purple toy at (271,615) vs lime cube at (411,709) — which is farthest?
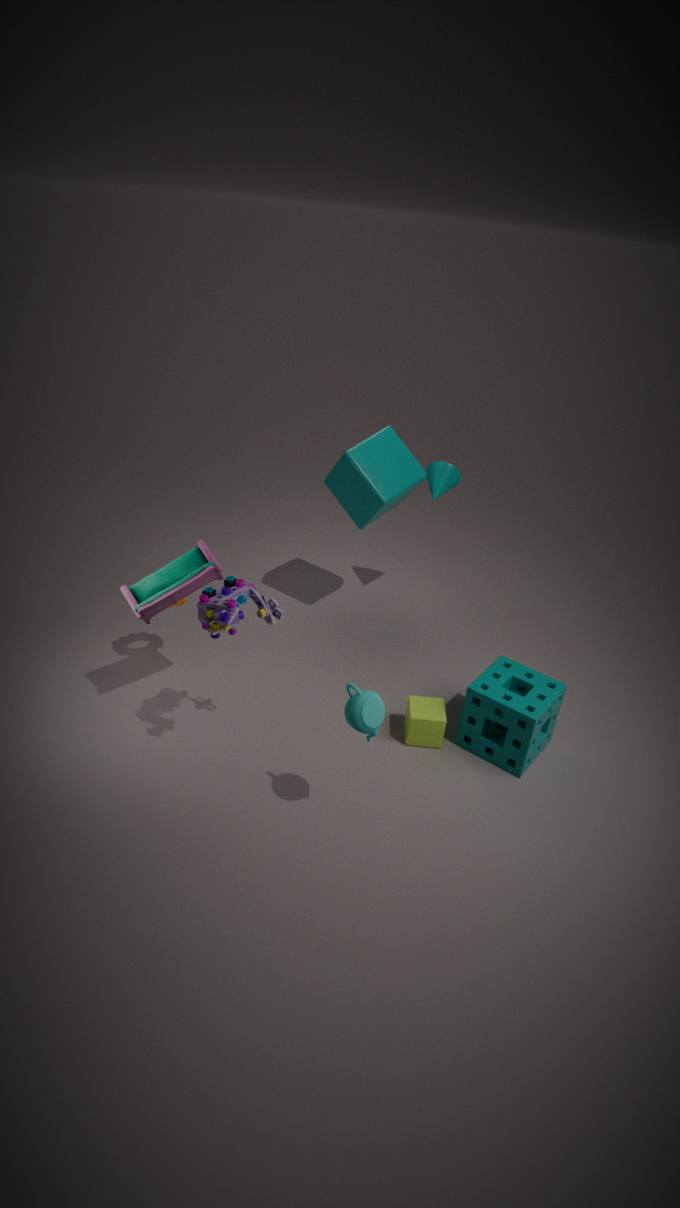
lime cube at (411,709)
